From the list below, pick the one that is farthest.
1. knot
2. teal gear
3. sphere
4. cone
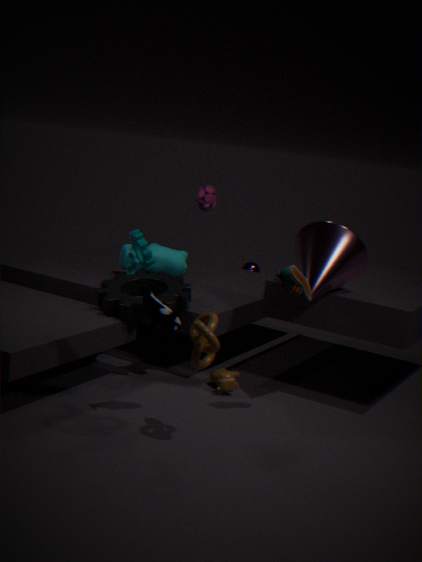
sphere
